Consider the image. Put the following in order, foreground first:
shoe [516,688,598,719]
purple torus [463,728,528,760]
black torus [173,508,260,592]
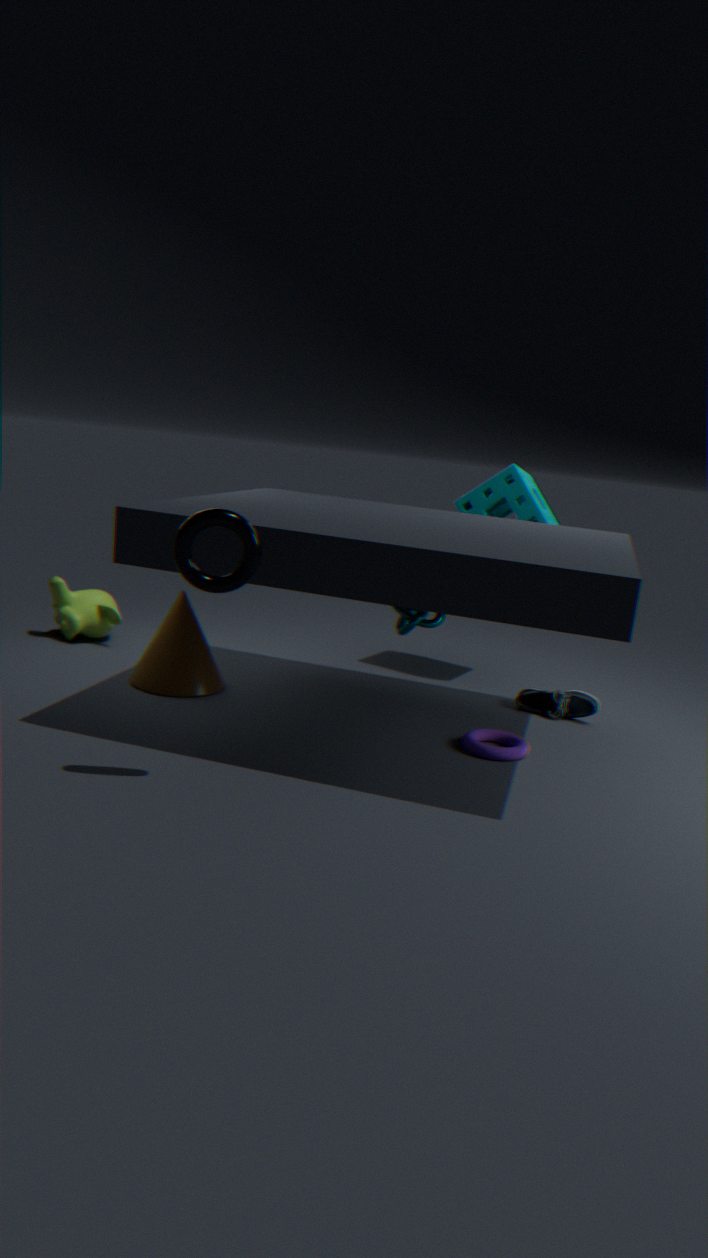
black torus [173,508,260,592] < purple torus [463,728,528,760] < shoe [516,688,598,719]
